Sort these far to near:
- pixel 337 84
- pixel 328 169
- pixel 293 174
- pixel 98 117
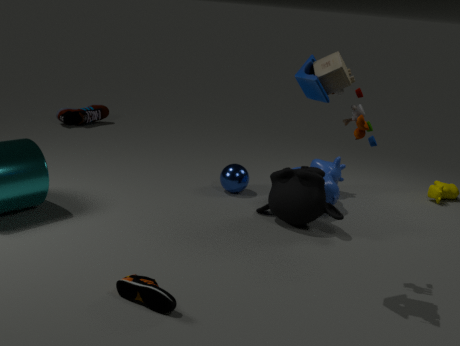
pixel 98 117
pixel 328 169
pixel 293 174
pixel 337 84
